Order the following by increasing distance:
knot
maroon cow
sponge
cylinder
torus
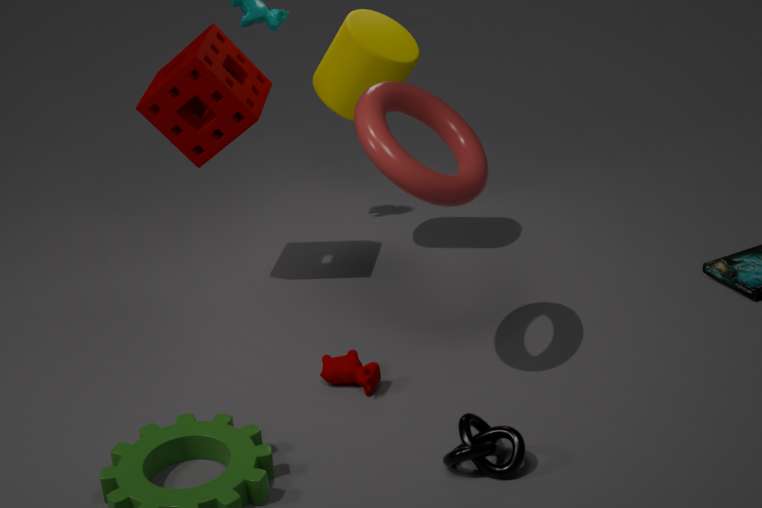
knot → torus → maroon cow → sponge → cylinder
